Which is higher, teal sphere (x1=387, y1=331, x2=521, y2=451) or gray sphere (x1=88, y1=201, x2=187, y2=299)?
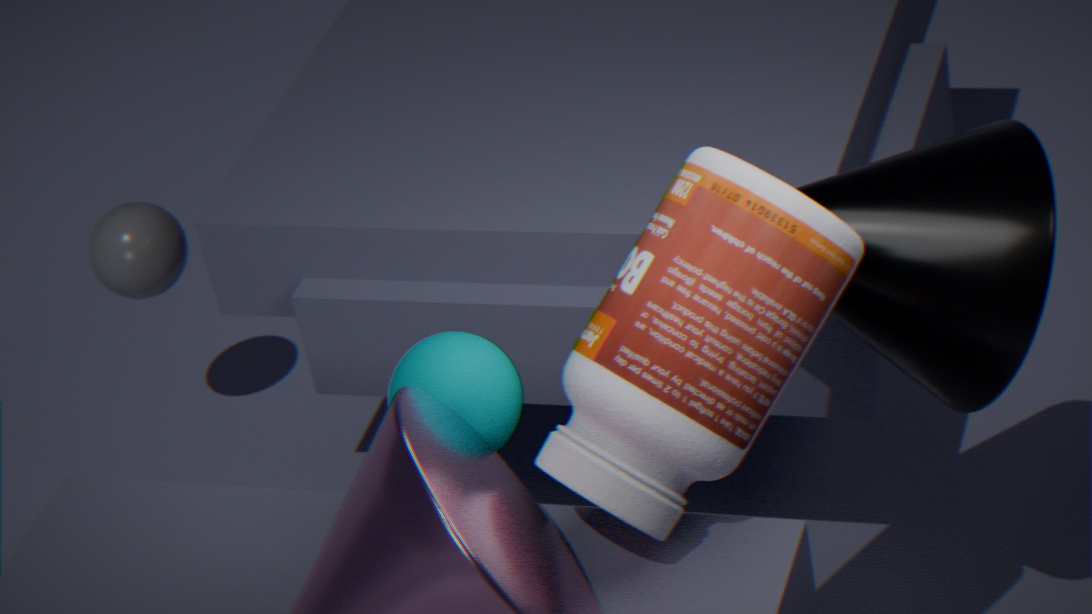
teal sphere (x1=387, y1=331, x2=521, y2=451)
